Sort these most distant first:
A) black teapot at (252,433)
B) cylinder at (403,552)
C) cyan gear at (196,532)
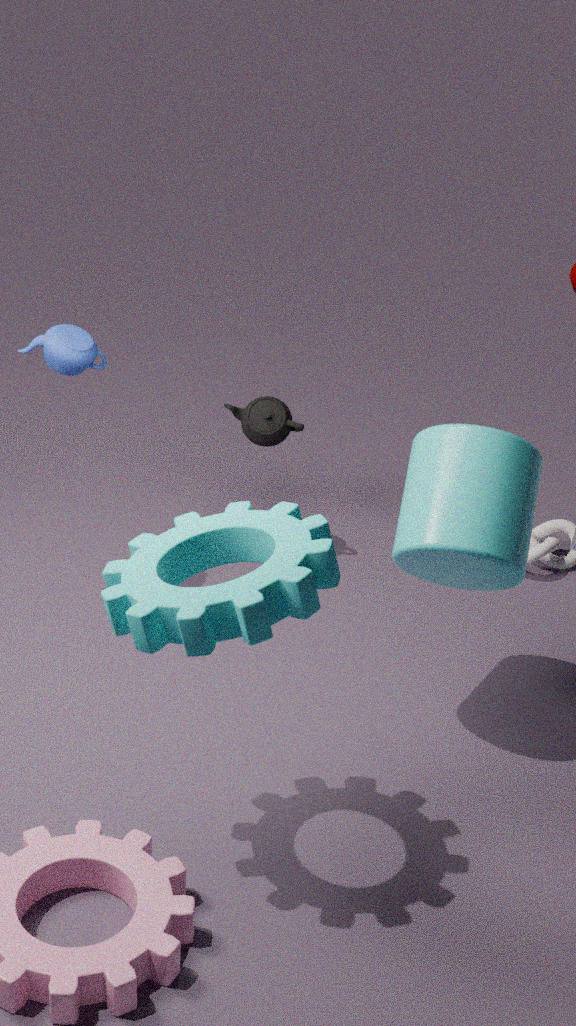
black teapot at (252,433) → cylinder at (403,552) → cyan gear at (196,532)
